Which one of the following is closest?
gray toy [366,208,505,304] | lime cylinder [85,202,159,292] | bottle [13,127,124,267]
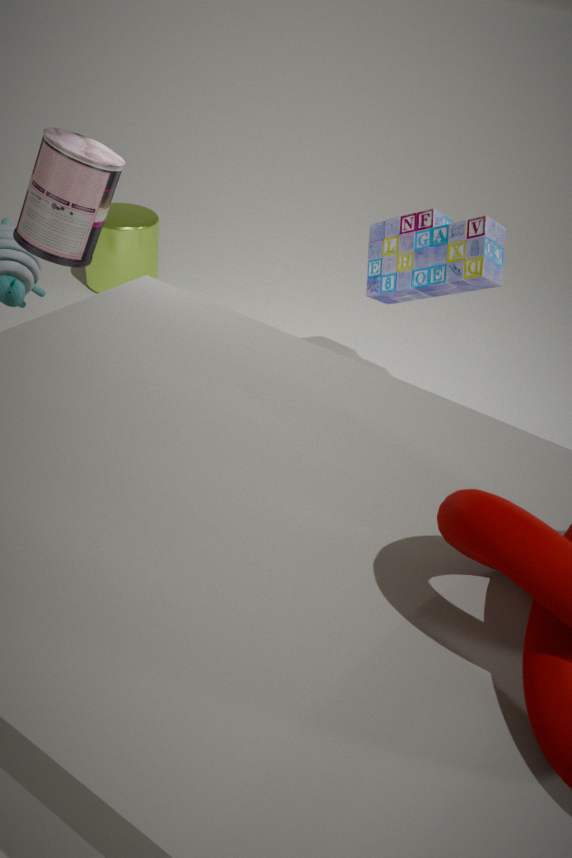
bottle [13,127,124,267]
